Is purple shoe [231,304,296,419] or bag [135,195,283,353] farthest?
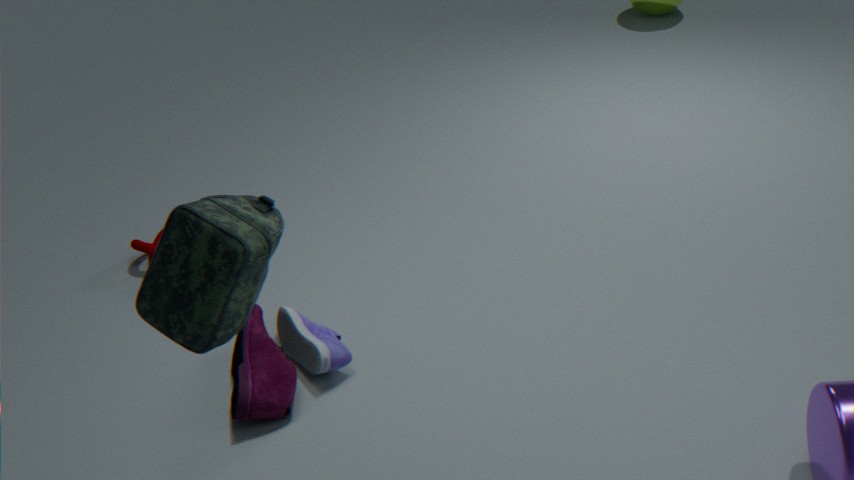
purple shoe [231,304,296,419]
